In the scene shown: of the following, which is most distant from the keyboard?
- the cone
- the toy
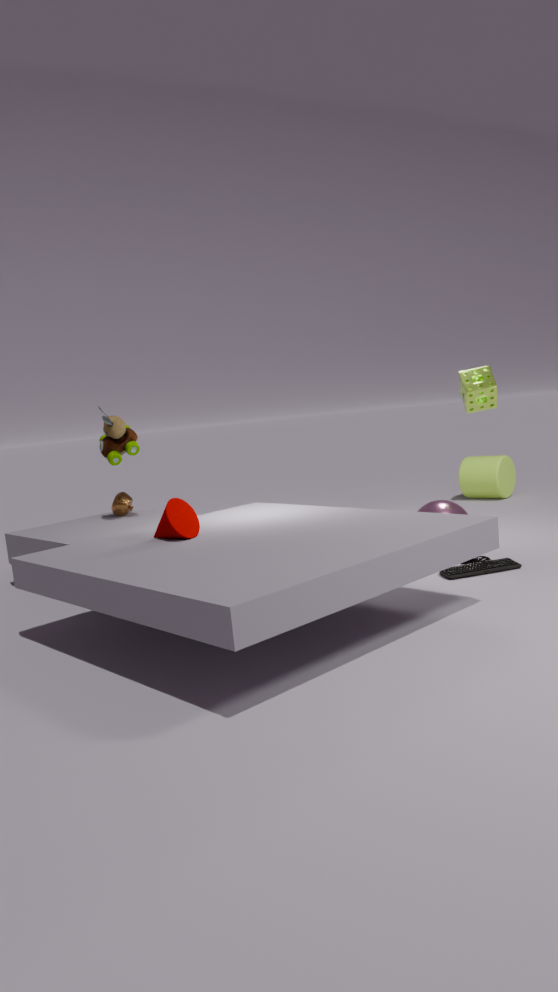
the toy
